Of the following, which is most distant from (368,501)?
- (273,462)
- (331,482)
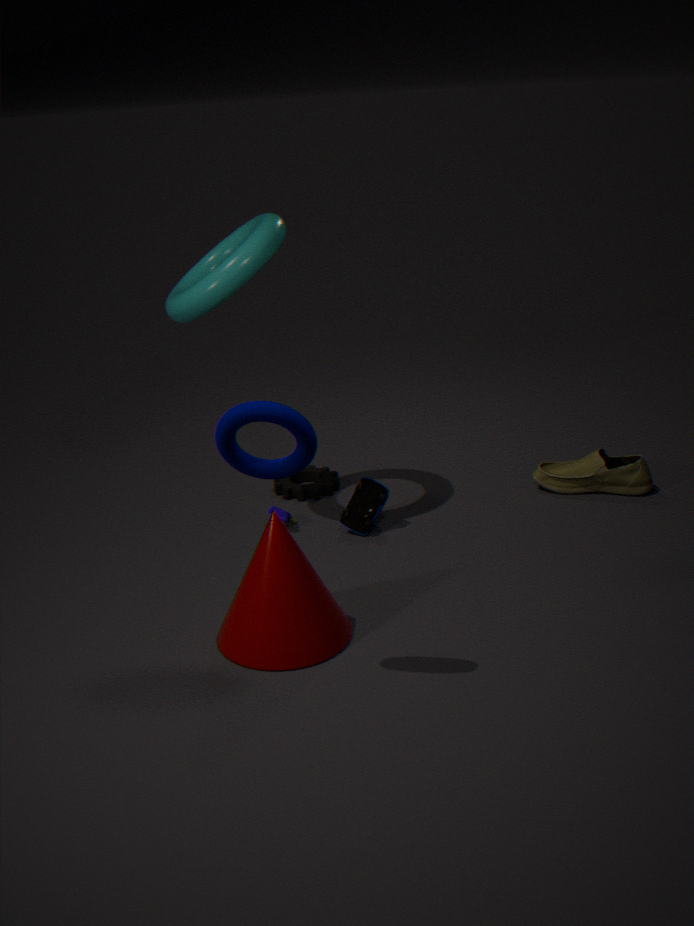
(273,462)
